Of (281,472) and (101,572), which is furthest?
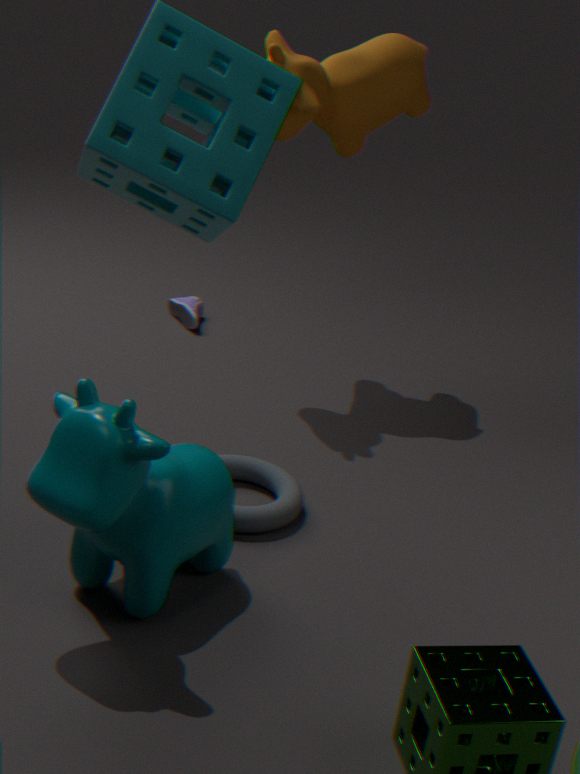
(281,472)
